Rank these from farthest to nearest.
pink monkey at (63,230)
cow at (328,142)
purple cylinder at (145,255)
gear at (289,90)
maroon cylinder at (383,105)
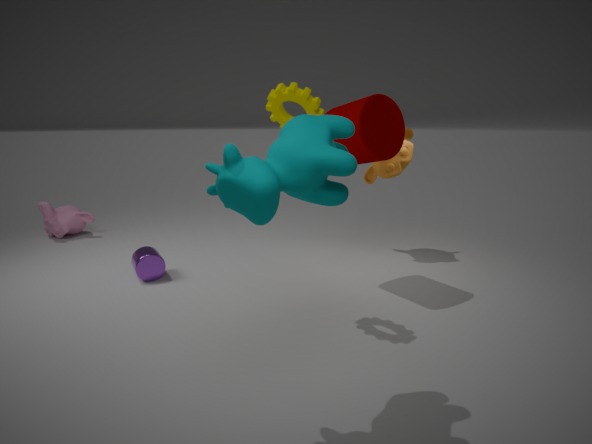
pink monkey at (63,230), purple cylinder at (145,255), maroon cylinder at (383,105), gear at (289,90), cow at (328,142)
